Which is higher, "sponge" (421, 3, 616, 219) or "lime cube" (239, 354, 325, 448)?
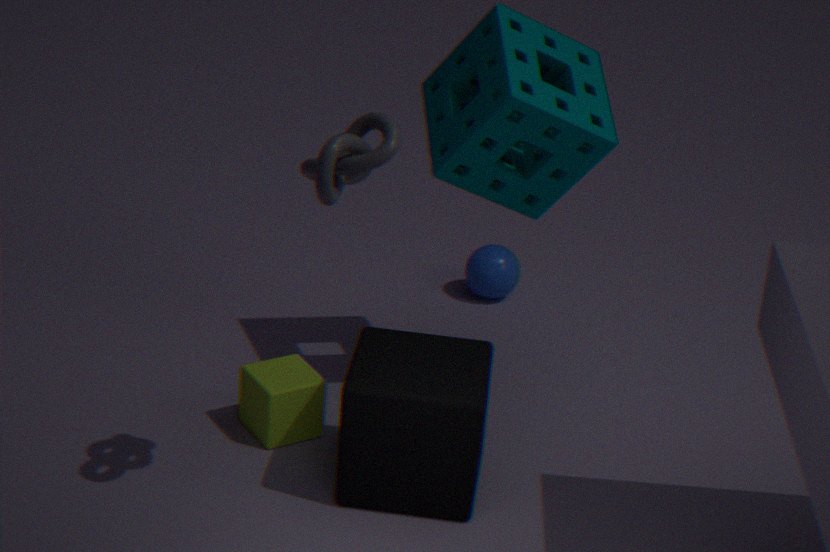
"sponge" (421, 3, 616, 219)
